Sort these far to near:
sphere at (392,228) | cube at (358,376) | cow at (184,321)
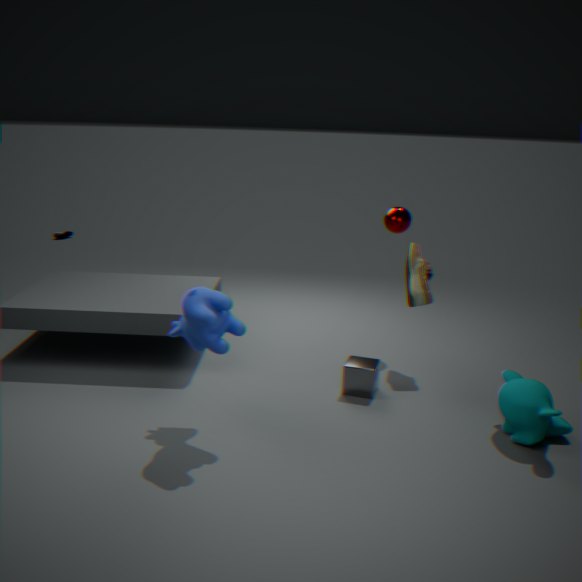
sphere at (392,228), cube at (358,376), cow at (184,321)
